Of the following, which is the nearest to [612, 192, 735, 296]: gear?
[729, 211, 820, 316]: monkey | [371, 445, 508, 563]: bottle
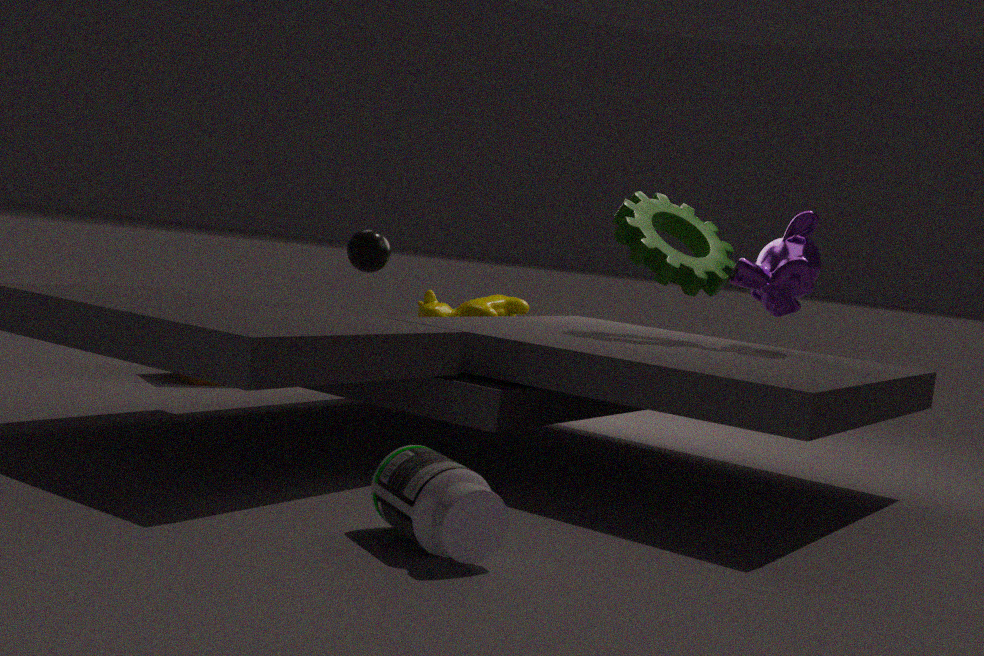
[729, 211, 820, 316]: monkey
